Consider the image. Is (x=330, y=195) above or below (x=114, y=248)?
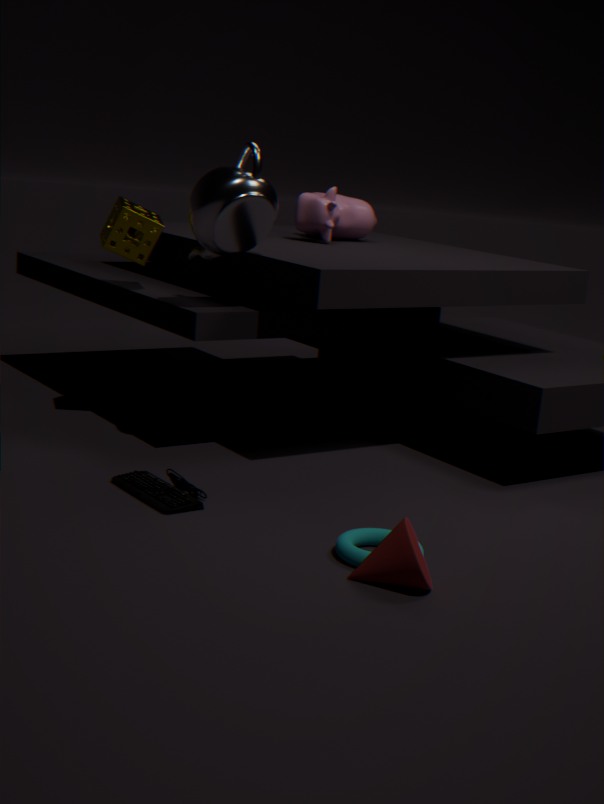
above
